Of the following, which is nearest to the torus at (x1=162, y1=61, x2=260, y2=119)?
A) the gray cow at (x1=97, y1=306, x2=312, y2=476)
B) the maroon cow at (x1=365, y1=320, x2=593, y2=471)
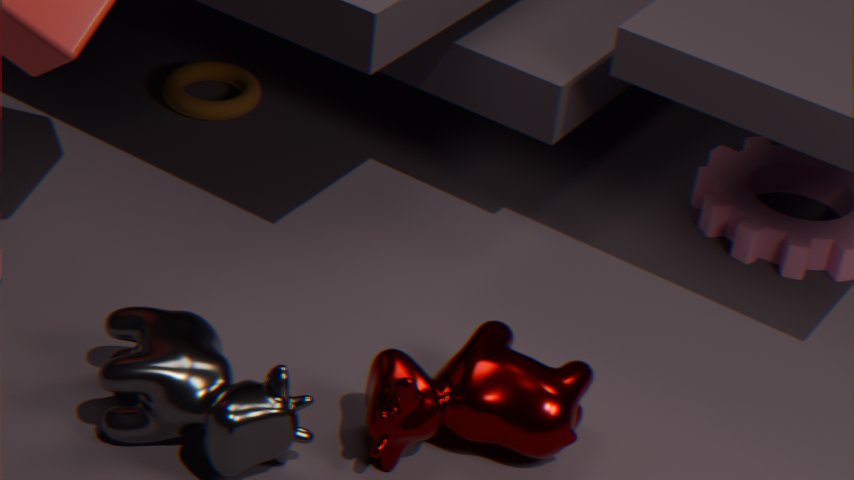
the gray cow at (x1=97, y1=306, x2=312, y2=476)
